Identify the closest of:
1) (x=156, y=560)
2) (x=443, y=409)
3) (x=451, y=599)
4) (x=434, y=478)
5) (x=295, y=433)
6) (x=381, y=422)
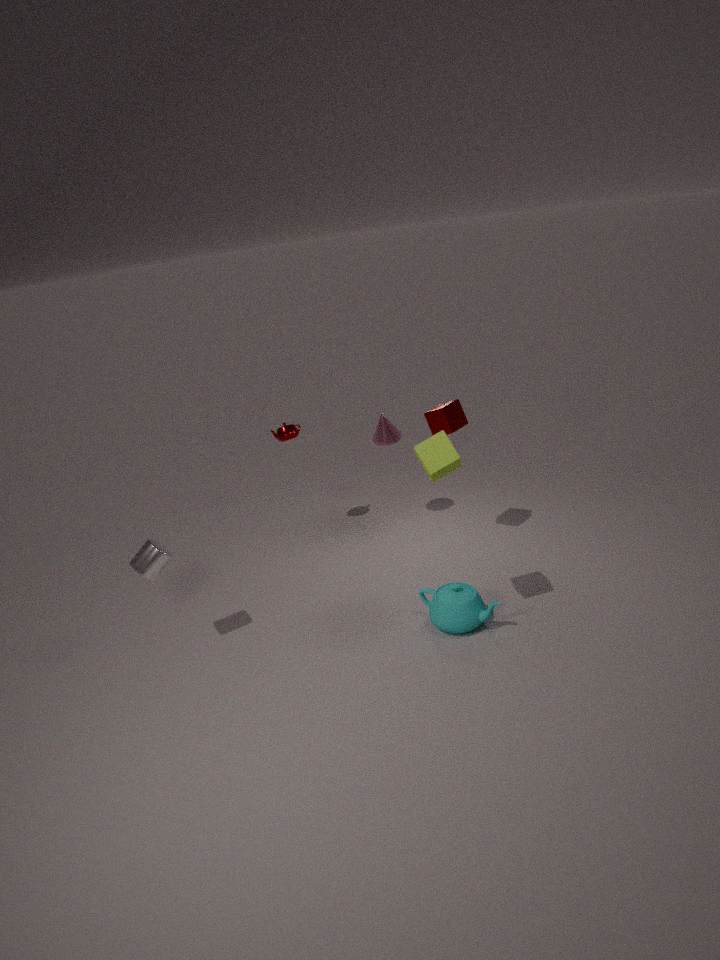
4. (x=434, y=478)
